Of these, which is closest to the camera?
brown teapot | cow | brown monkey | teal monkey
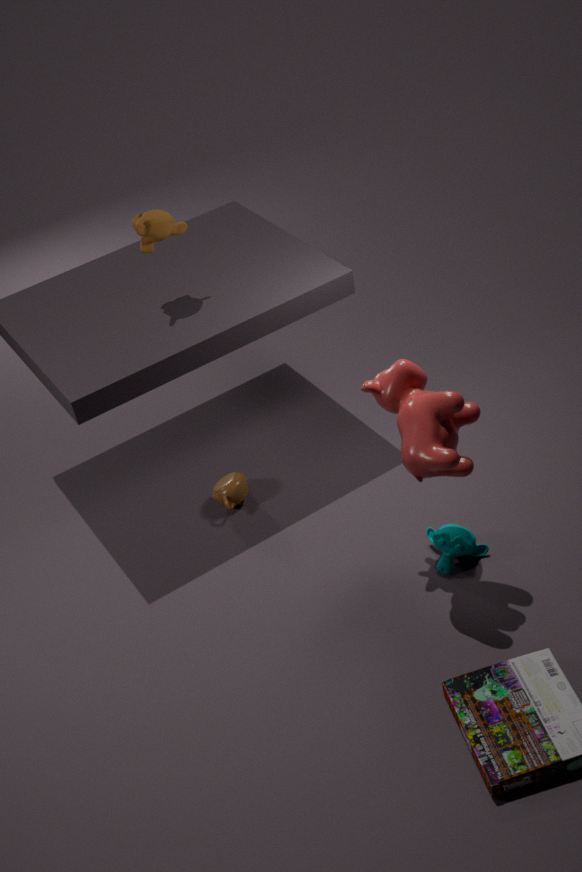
cow
